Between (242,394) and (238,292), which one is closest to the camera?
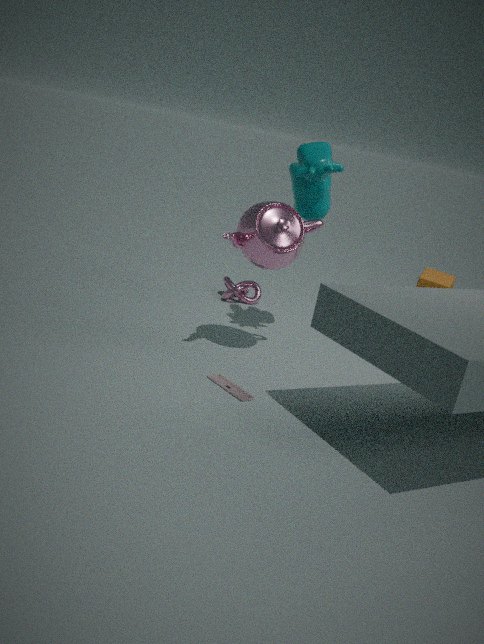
(242,394)
